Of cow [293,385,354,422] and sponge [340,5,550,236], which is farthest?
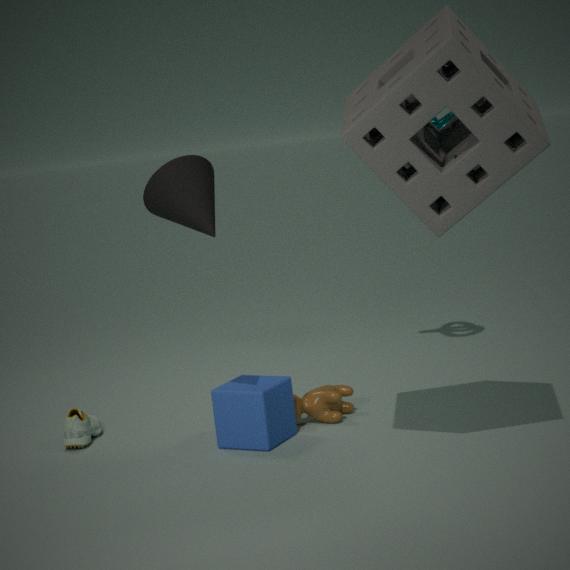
cow [293,385,354,422]
